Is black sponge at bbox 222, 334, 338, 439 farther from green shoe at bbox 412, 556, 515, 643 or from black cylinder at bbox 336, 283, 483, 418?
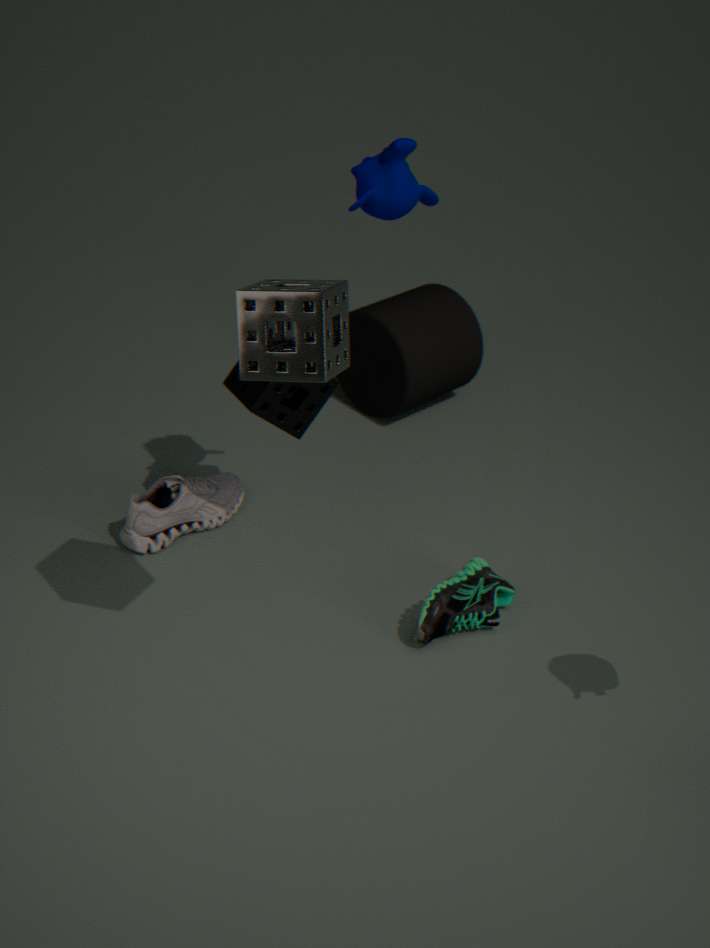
black cylinder at bbox 336, 283, 483, 418
